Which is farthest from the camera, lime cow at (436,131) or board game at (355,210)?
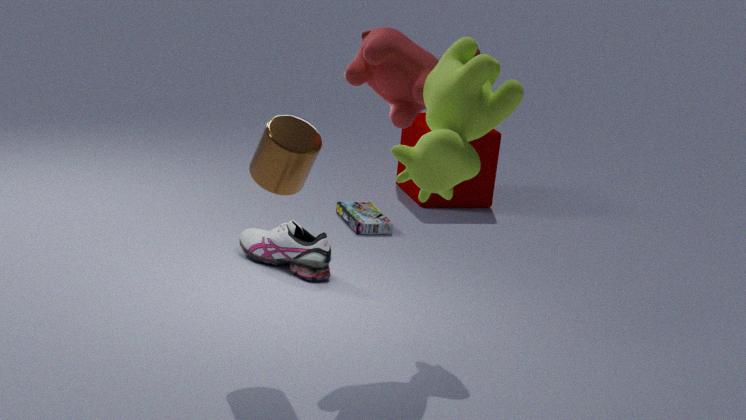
board game at (355,210)
